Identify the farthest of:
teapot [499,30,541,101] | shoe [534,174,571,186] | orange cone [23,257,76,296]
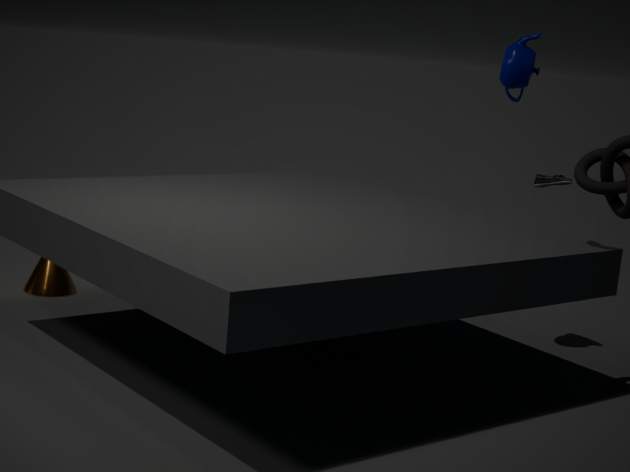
orange cone [23,257,76,296]
